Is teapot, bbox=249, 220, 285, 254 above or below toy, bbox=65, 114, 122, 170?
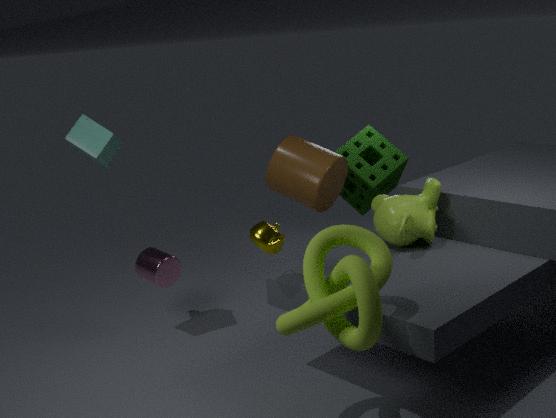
below
